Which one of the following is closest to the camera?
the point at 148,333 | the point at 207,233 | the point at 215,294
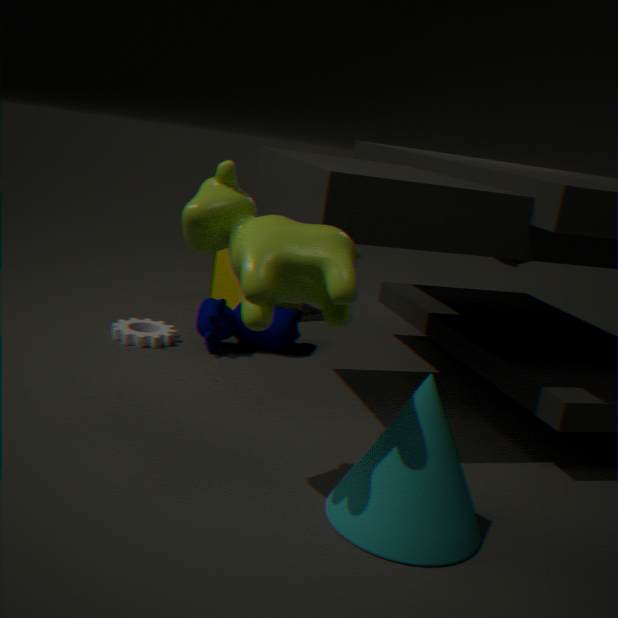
the point at 207,233
